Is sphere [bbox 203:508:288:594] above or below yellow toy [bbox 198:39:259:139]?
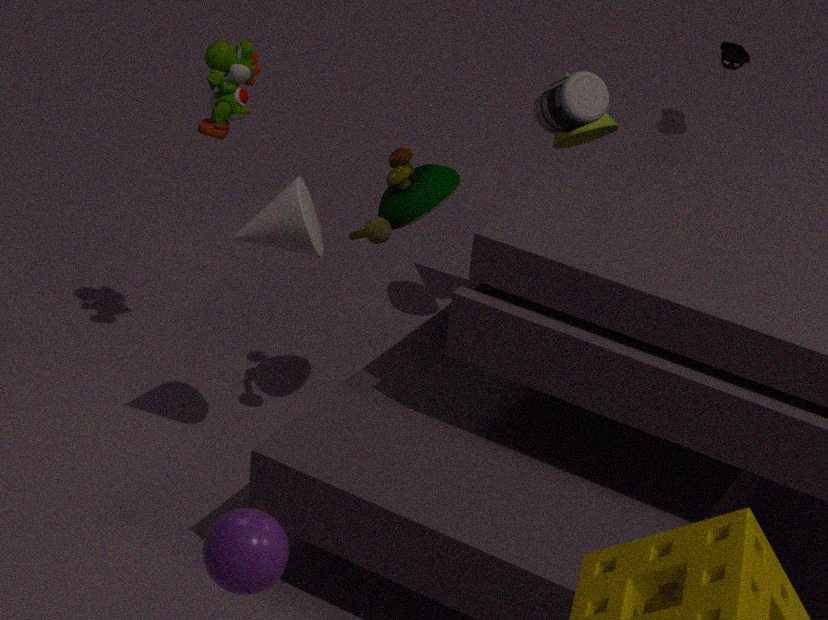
below
